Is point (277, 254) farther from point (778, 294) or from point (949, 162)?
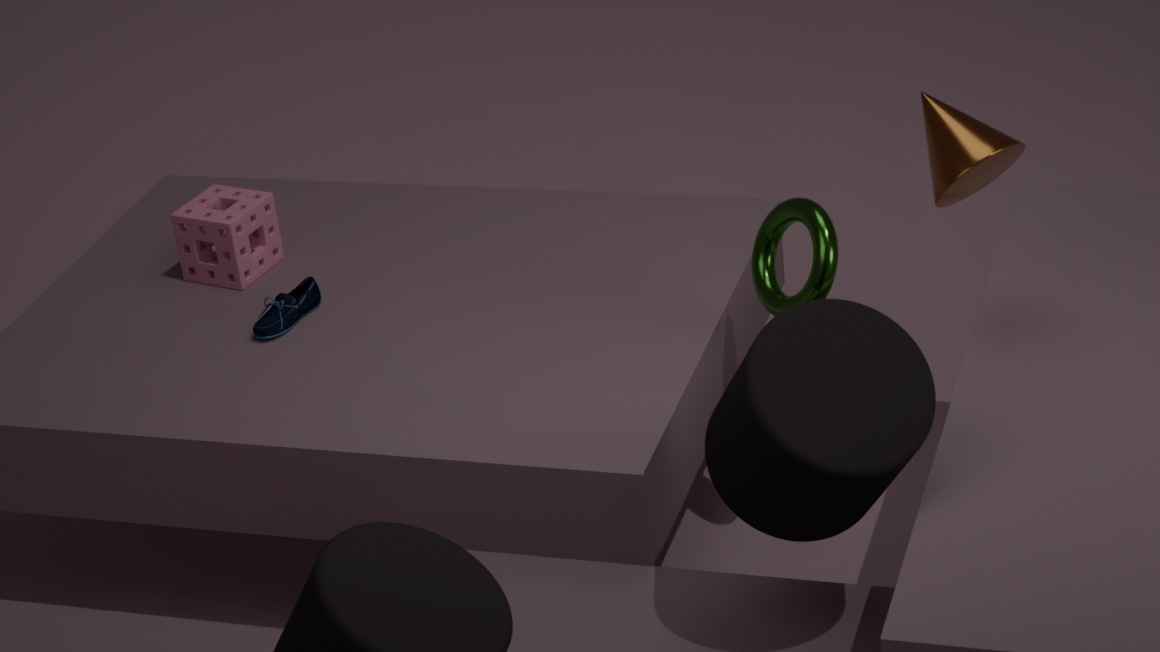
point (949, 162)
